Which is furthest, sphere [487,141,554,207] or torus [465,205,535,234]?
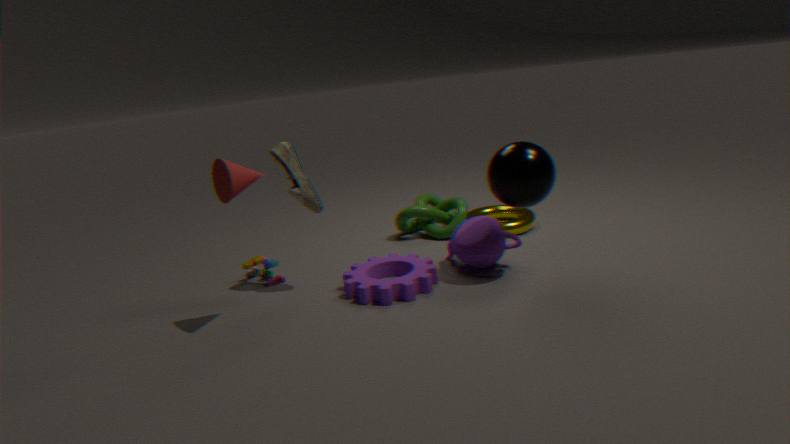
torus [465,205,535,234]
